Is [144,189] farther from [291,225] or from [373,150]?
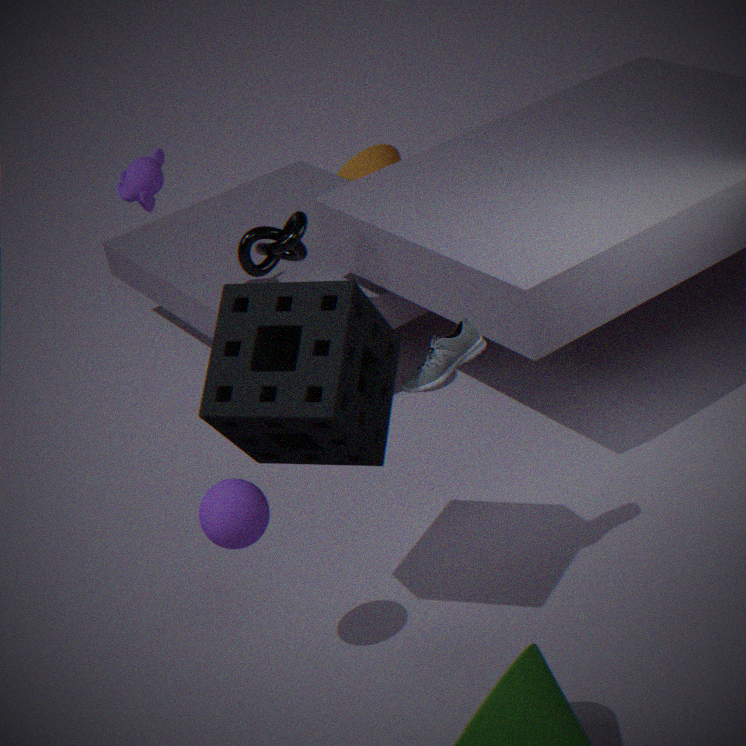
[373,150]
